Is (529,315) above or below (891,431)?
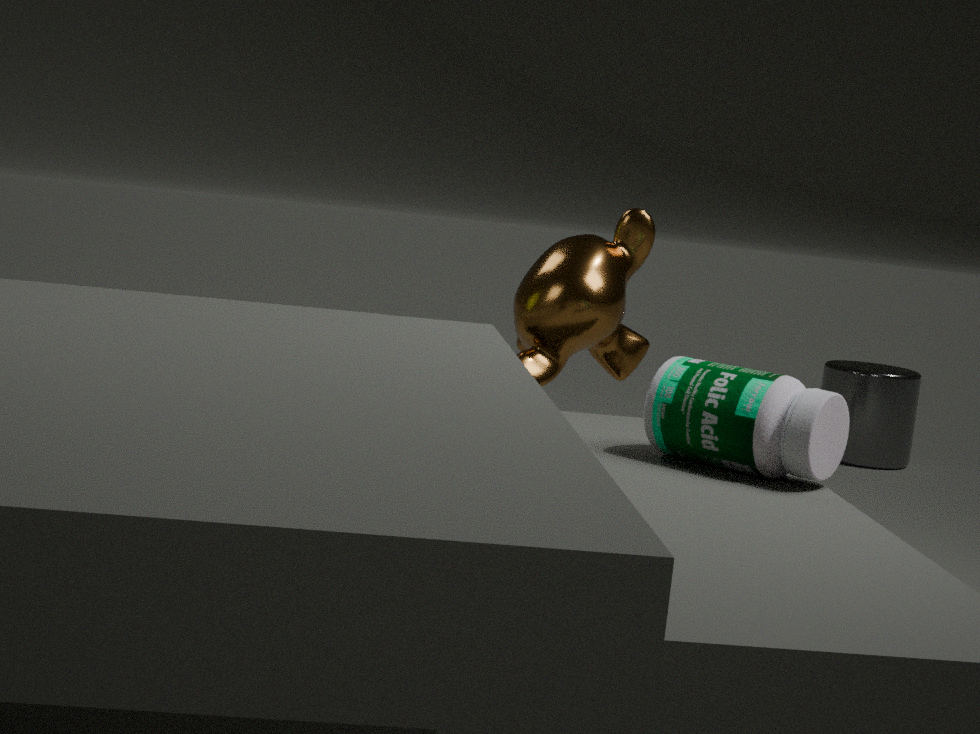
above
